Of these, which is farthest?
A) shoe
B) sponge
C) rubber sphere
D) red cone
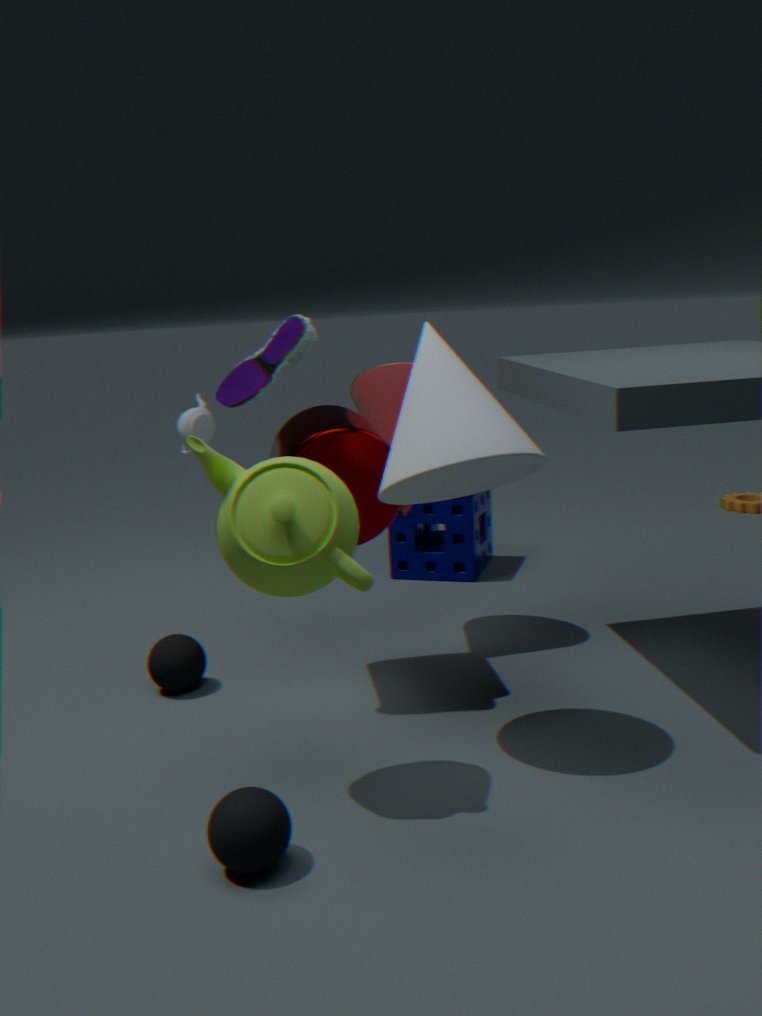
sponge
